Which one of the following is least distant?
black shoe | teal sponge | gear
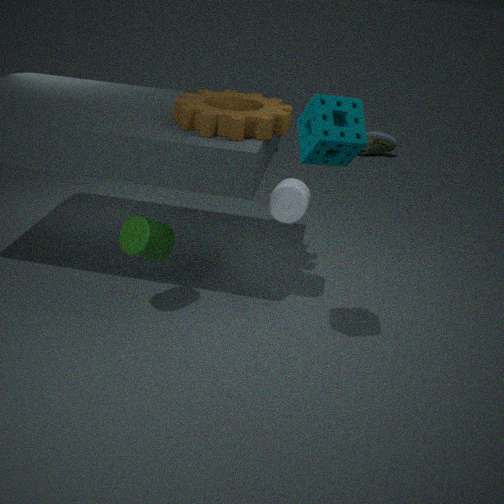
teal sponge
